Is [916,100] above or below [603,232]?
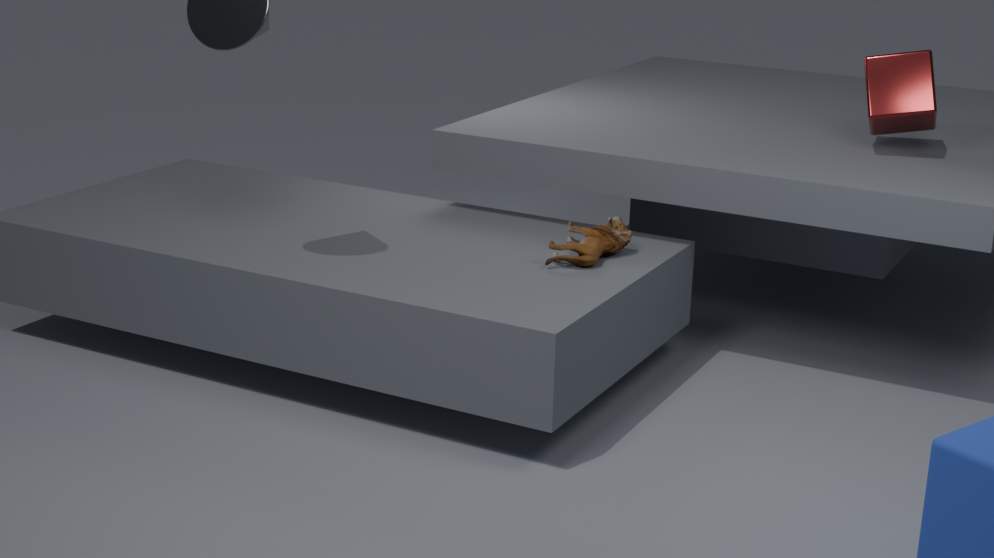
above
